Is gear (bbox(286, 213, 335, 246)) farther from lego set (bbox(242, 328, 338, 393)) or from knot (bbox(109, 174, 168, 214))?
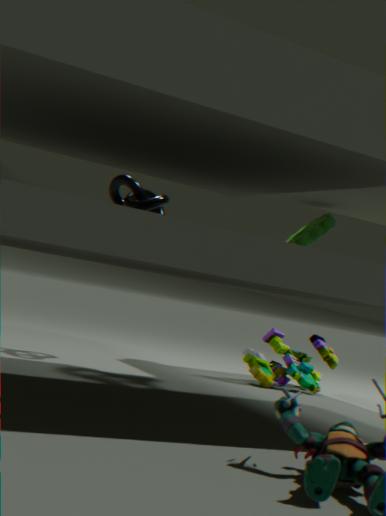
knot (bbox(109, 174, 168, 214))
